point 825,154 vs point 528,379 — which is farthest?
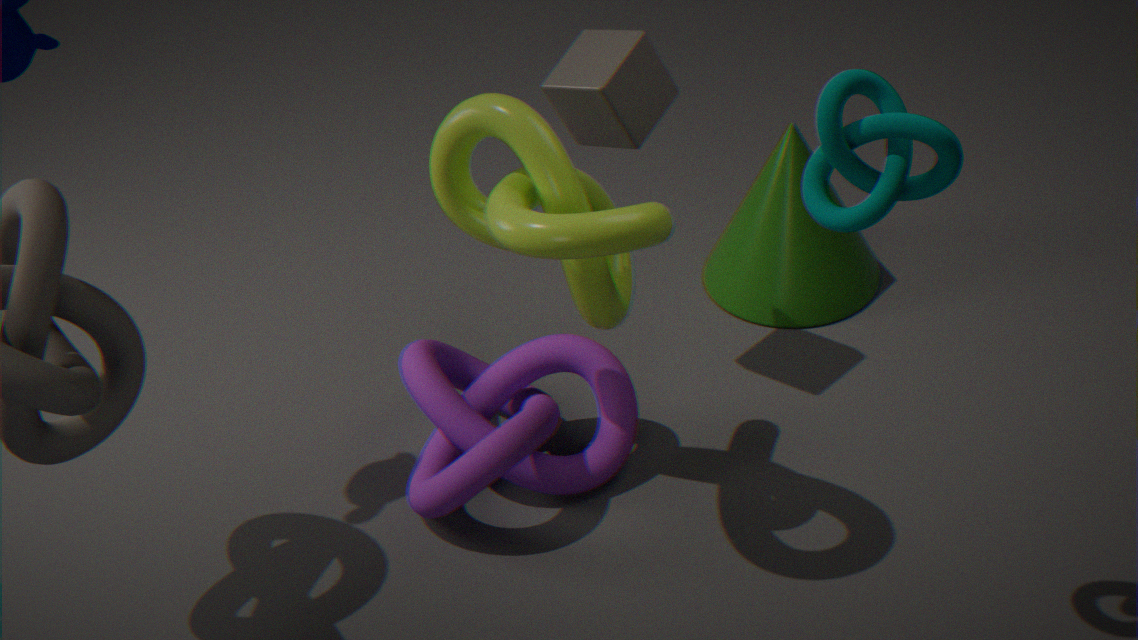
point 528,379
